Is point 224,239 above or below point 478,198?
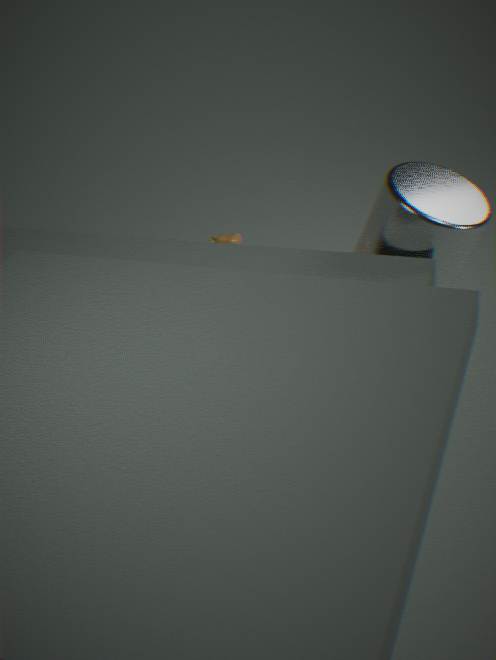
below
